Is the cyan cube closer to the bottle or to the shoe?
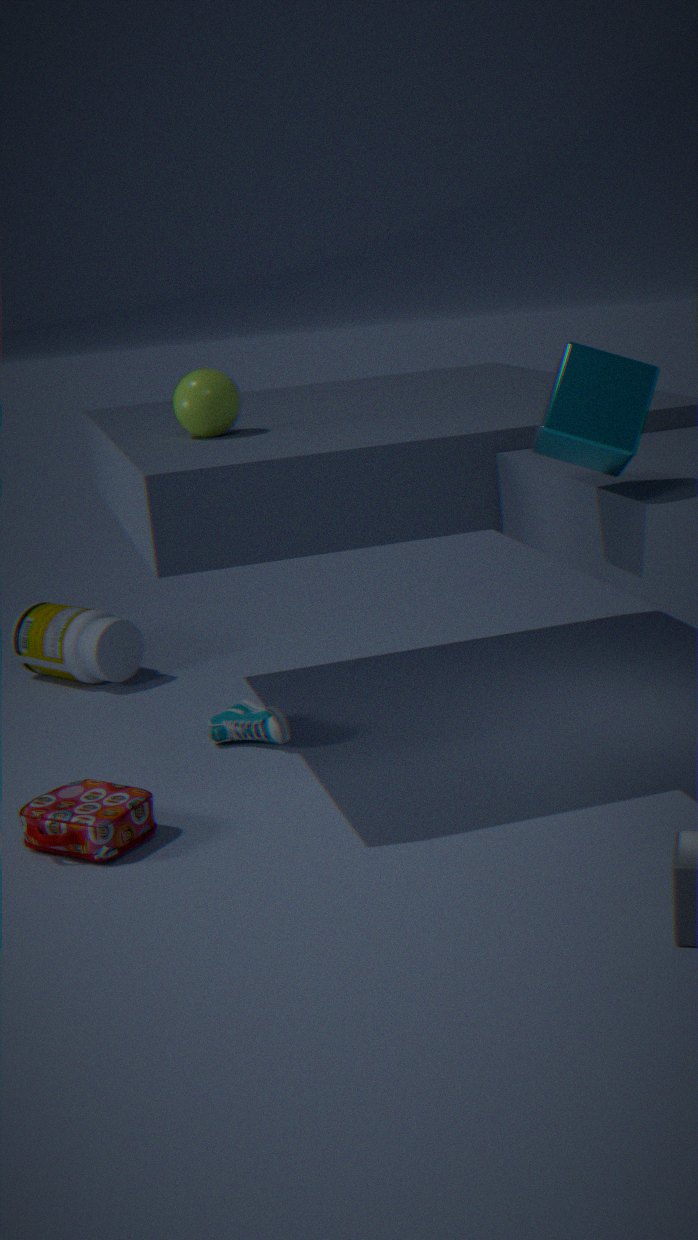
the shoe
